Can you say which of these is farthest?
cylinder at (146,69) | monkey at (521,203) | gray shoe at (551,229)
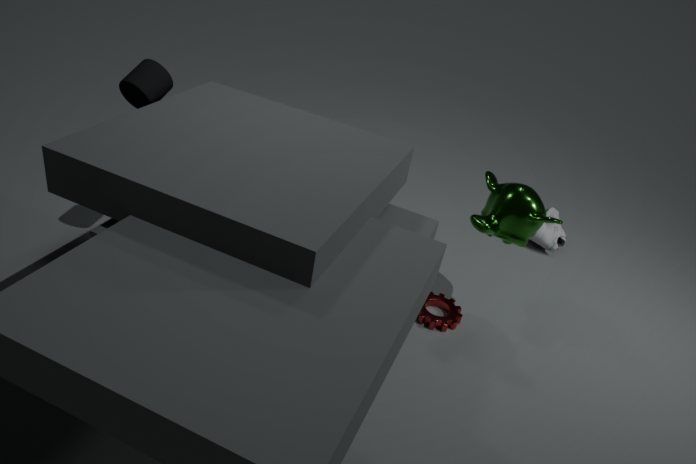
gray shoe at (551,229)
